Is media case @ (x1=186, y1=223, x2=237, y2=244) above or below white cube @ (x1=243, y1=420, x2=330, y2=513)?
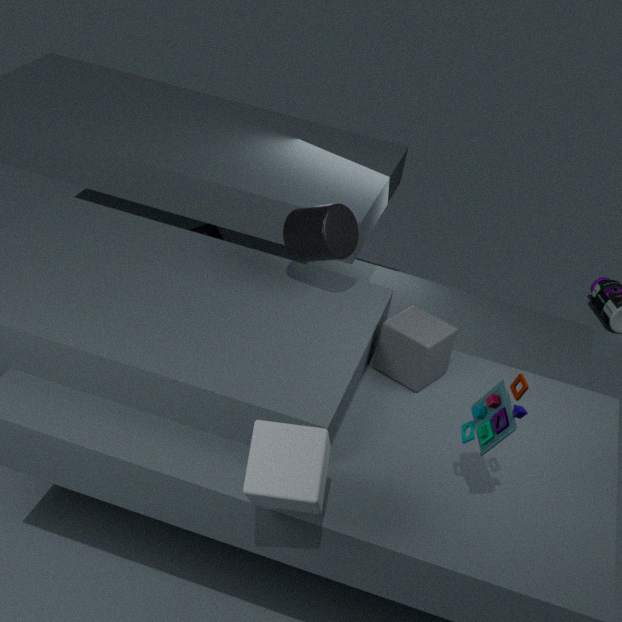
below
